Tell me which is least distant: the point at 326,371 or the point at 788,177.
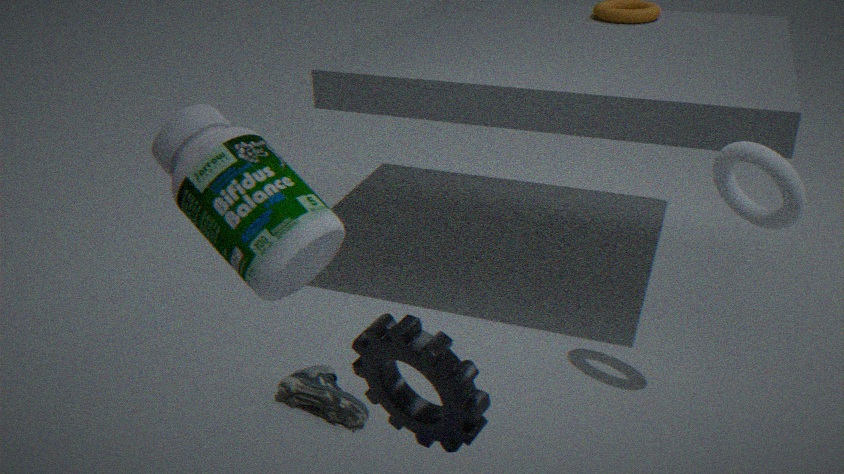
the point at 788,177
